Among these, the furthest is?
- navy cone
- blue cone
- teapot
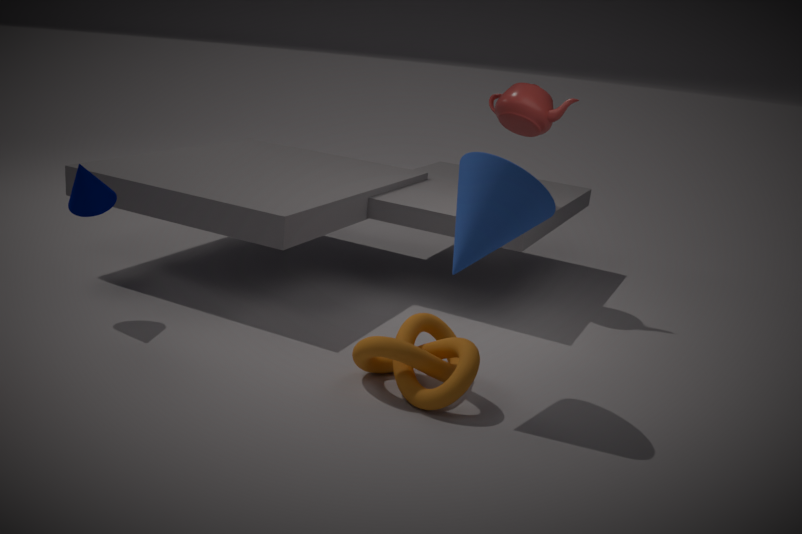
Answer: teapot
